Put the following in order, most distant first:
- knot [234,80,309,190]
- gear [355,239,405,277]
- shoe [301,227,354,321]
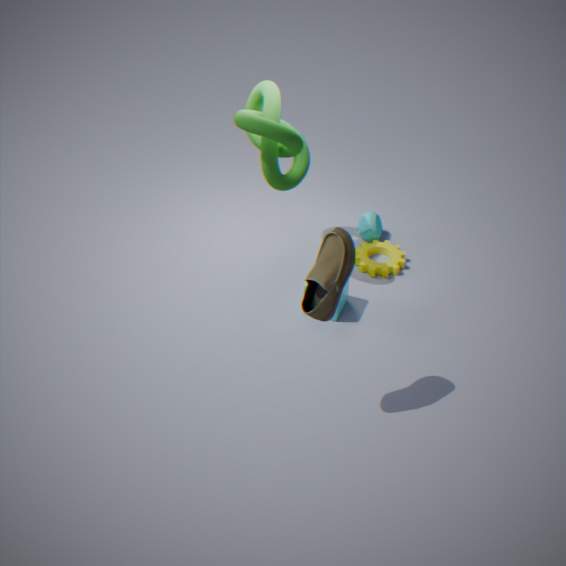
gear [355,239,405,277] < knot [234,80,309,190] < shoe [301,227,354,321]
